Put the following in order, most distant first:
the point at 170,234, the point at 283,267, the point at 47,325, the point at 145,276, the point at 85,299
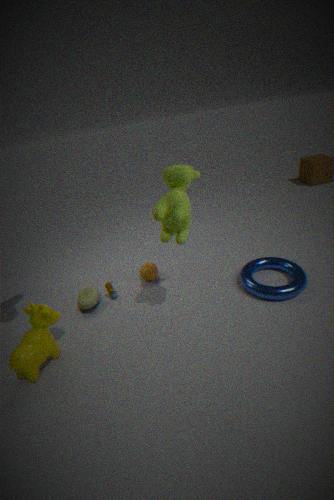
the point at 145,276, the point at 283,267, the point at 85,299, the point at 47,325, the point at 170,234
